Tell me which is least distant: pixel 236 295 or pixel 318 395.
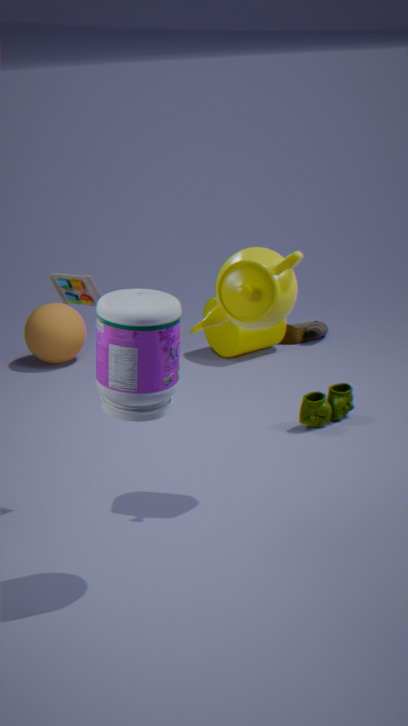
pixel 236 295
